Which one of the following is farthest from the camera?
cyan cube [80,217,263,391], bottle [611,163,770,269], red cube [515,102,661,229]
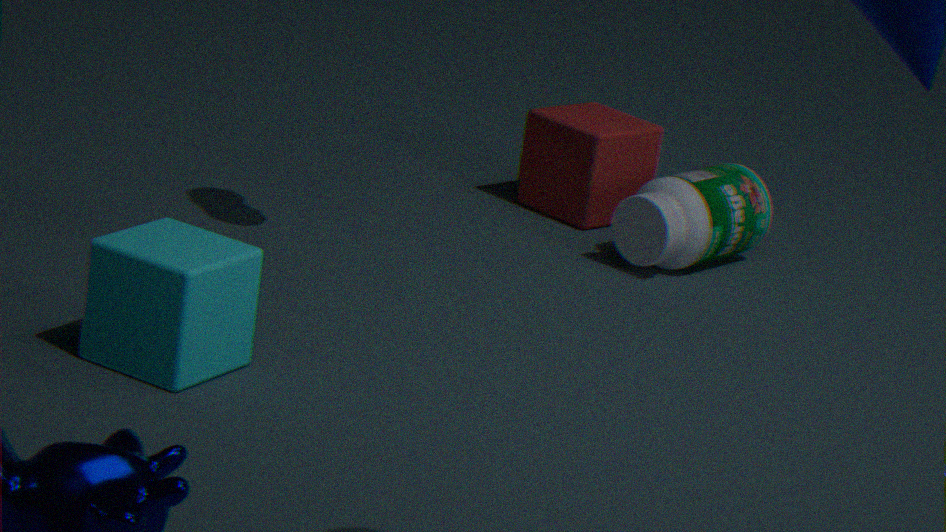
red cube [515,102,661,229]
